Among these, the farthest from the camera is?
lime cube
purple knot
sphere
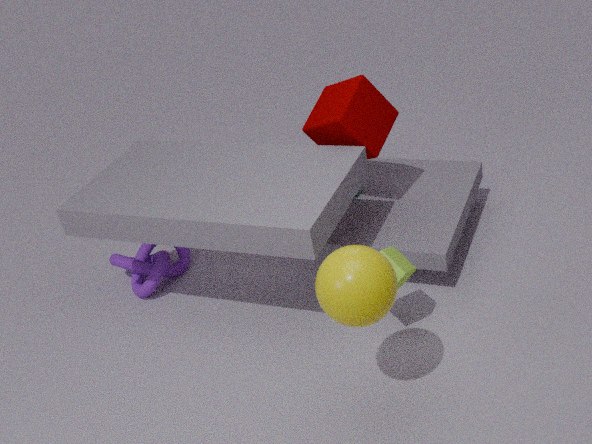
purple knot
